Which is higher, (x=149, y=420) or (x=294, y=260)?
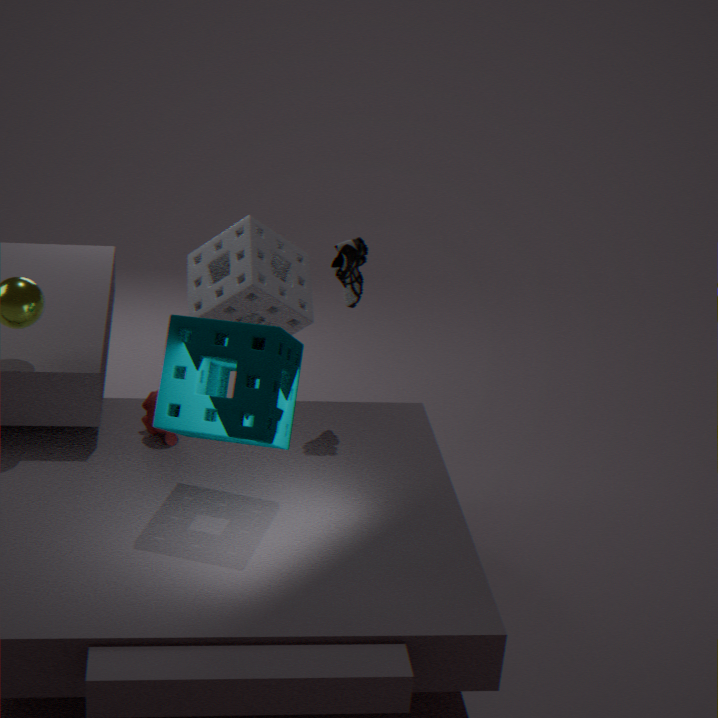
(x=294, y=260)
